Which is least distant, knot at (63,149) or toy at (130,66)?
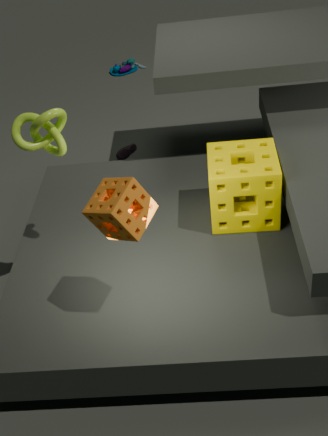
knot at (63,149)
